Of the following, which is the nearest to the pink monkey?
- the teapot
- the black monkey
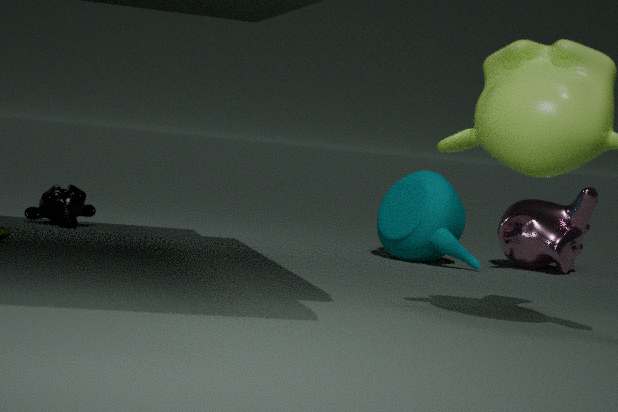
the teapot
